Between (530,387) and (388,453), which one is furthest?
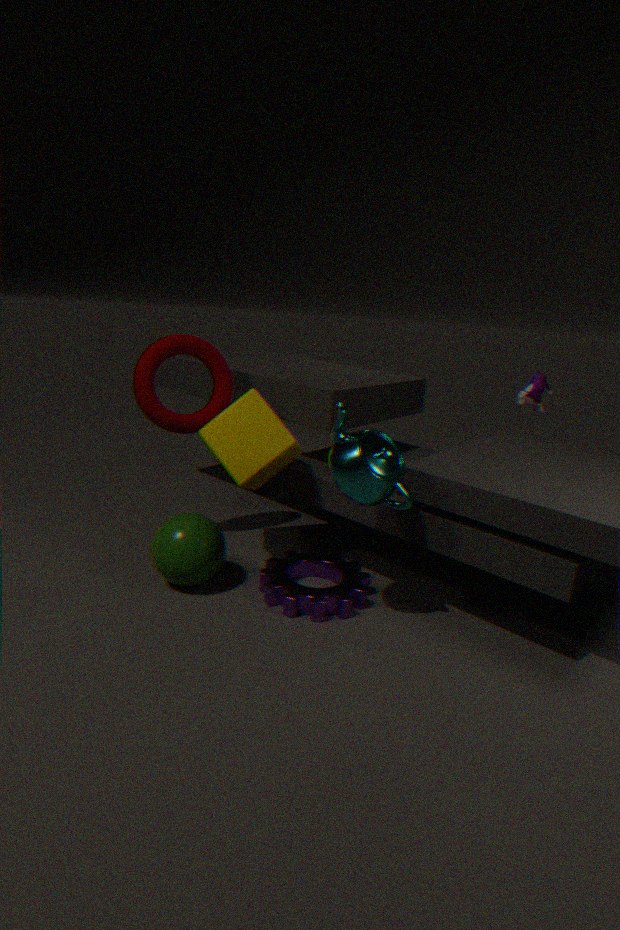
(530,387)
